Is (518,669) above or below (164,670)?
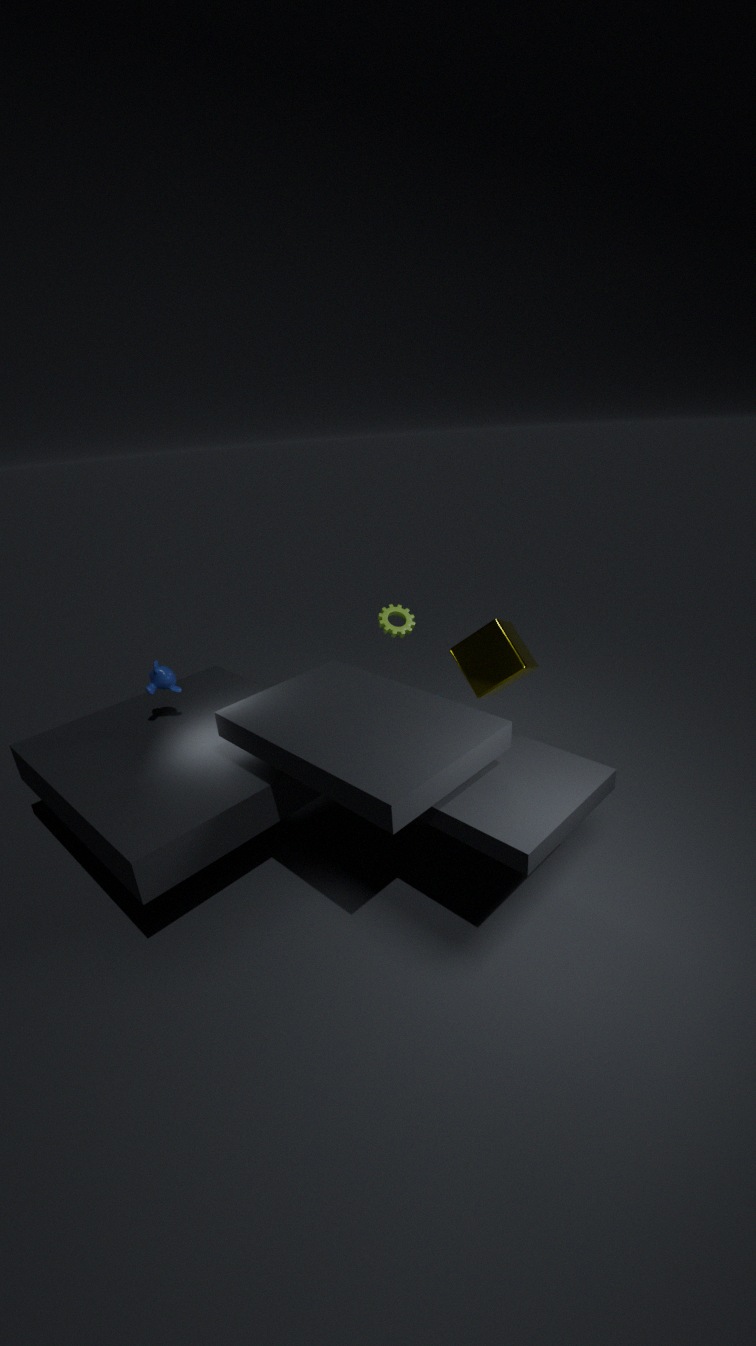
below
